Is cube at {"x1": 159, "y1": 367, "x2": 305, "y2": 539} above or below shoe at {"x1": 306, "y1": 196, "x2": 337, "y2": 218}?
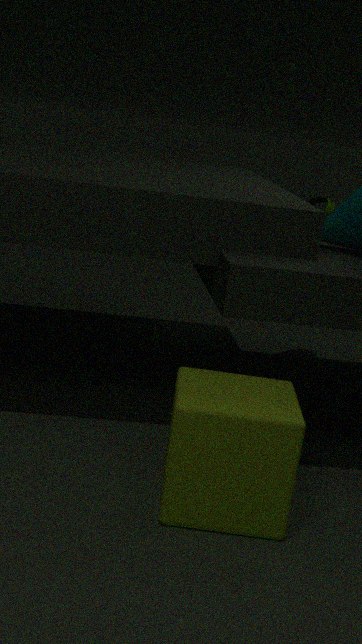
below
